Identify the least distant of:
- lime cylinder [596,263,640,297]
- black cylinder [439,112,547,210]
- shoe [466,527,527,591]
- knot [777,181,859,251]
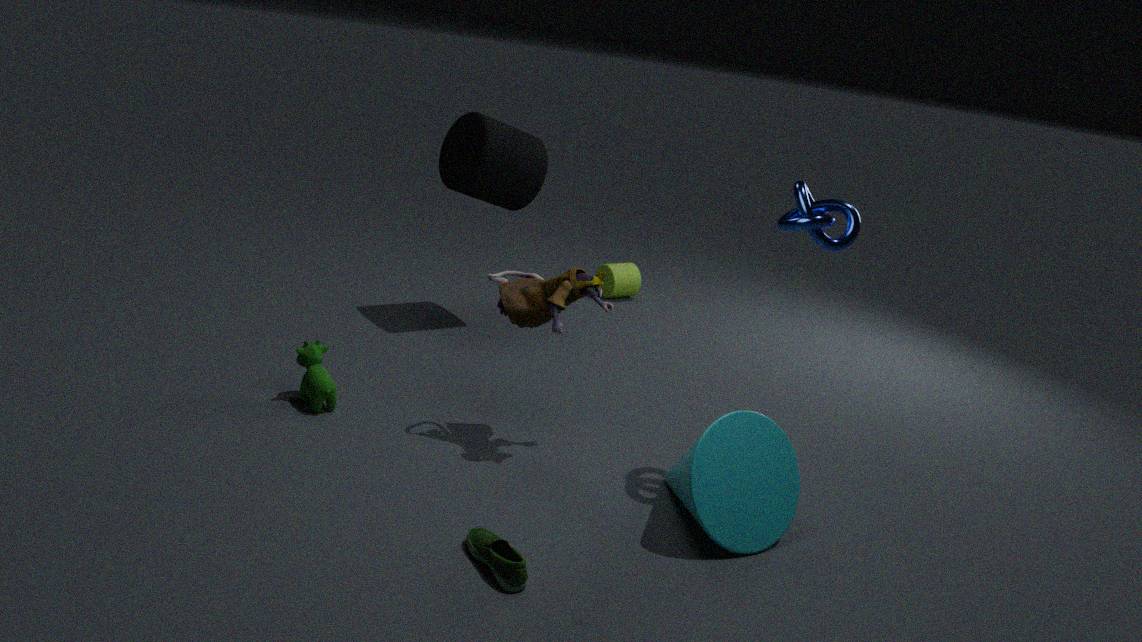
shoe [466,527,527,591]
